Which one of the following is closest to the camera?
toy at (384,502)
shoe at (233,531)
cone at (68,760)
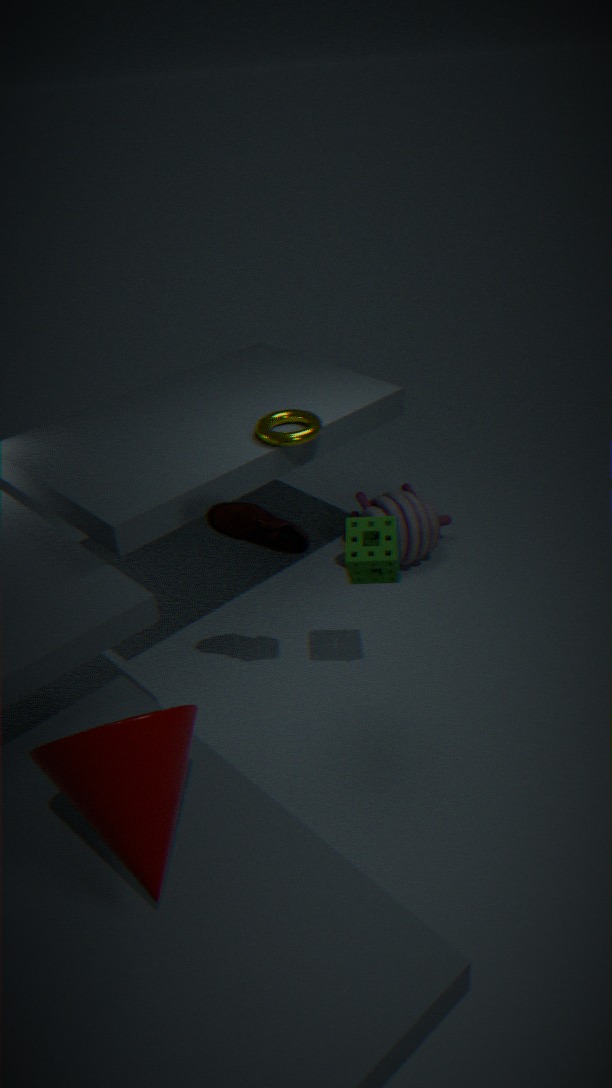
cone at (68,760)
